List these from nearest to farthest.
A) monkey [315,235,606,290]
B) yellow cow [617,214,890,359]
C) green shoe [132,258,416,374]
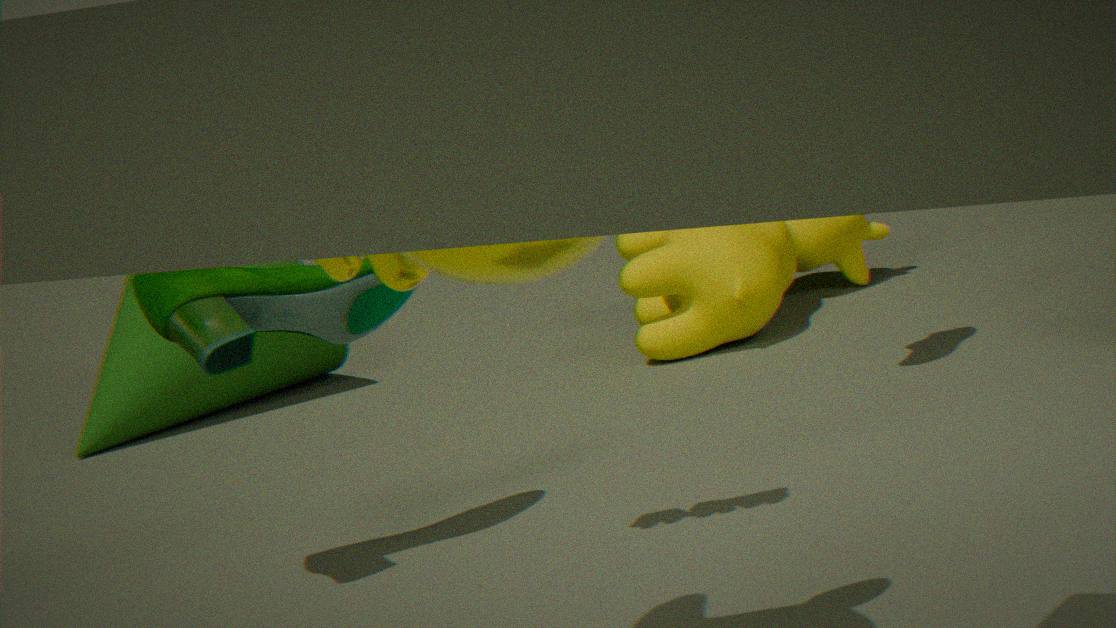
monkey [315,235,606,290], green shoe [132,258,416,374], yellow cow [617,214,890,359]
